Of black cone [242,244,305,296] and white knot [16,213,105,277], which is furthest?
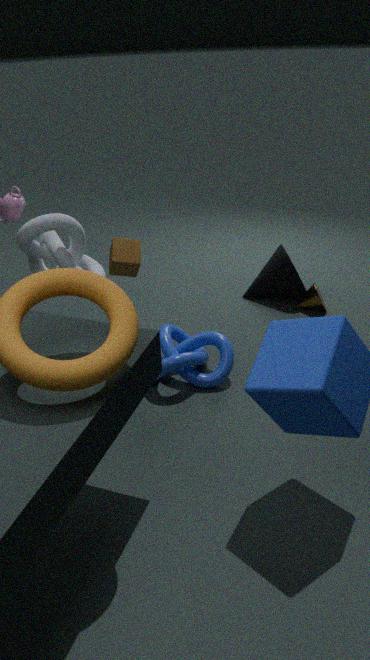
black cone [242,244,305,296]
